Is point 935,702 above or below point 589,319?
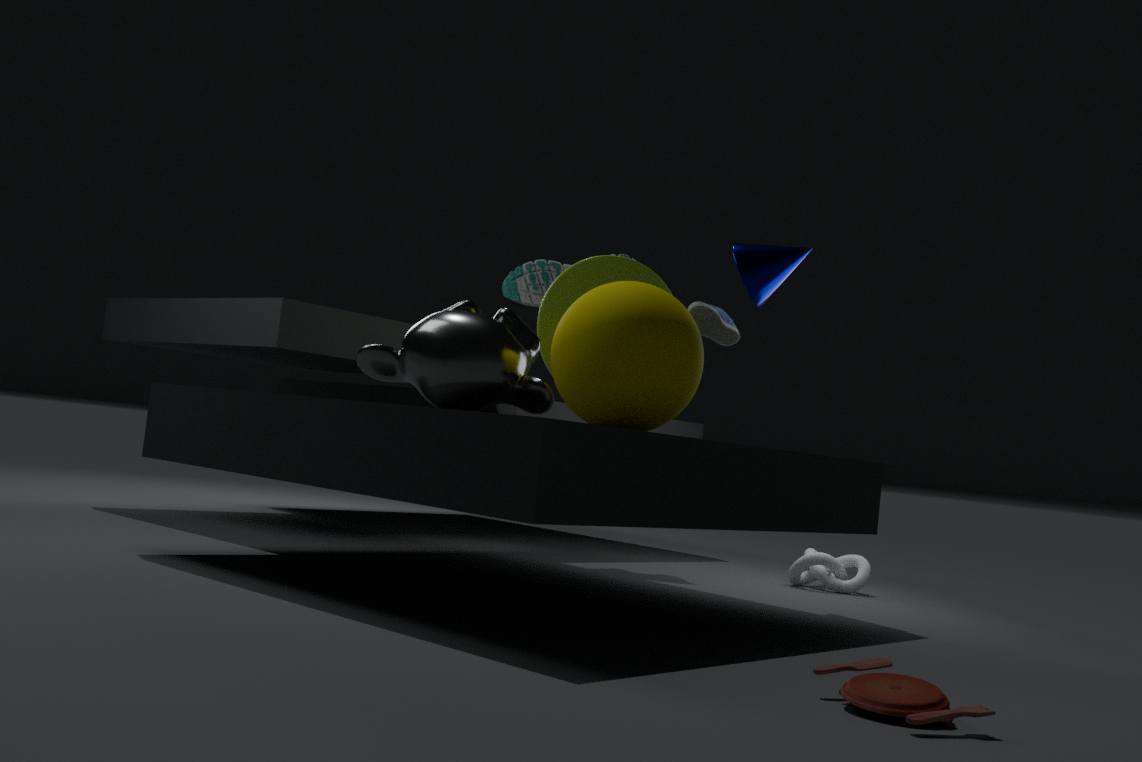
below
